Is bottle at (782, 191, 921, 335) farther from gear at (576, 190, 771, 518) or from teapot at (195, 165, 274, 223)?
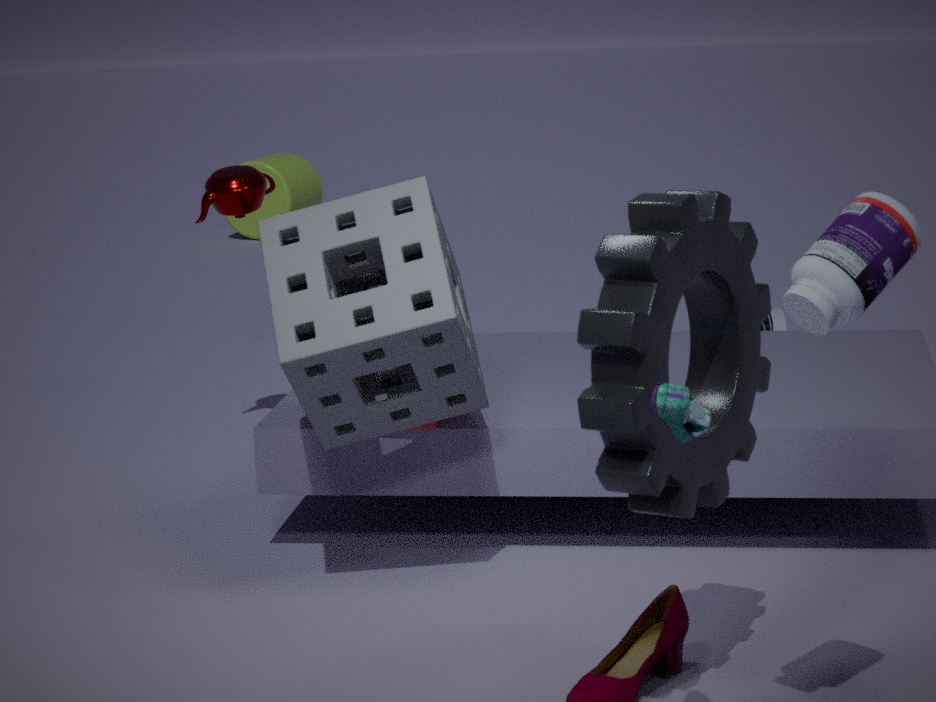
teapot at (195, 165, 274, 223)
